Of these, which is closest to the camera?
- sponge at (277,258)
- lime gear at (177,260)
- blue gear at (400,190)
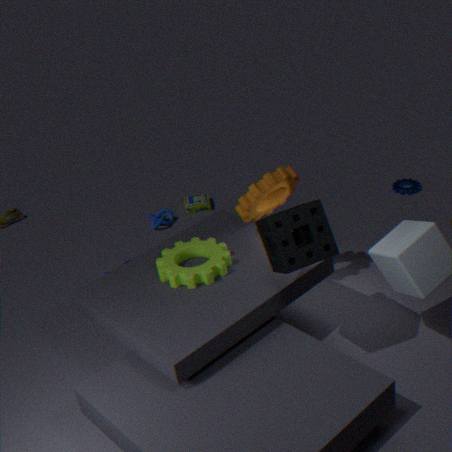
sponge at (277,258)
